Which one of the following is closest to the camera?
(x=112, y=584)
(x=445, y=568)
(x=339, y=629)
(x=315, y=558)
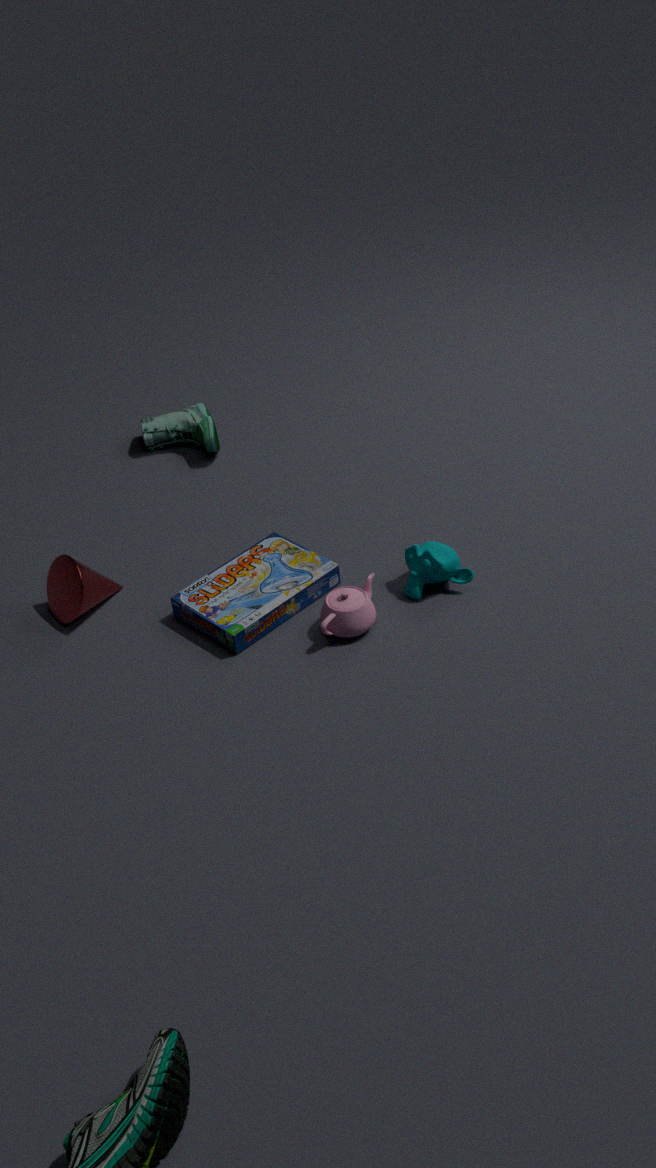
(x=339, y=629)
